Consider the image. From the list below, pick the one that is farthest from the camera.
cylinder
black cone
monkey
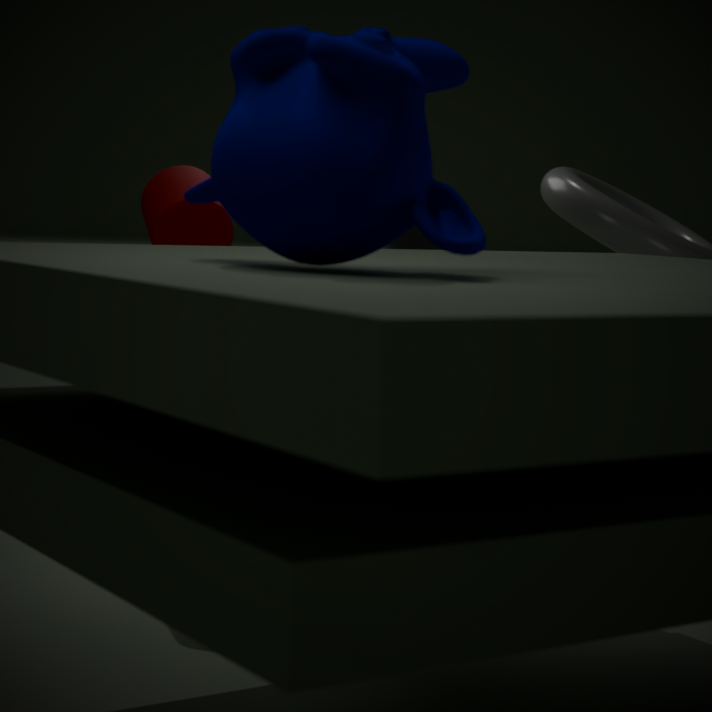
black cone
